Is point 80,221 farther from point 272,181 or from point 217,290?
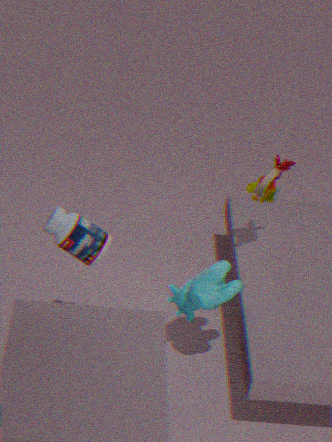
point 272,181
